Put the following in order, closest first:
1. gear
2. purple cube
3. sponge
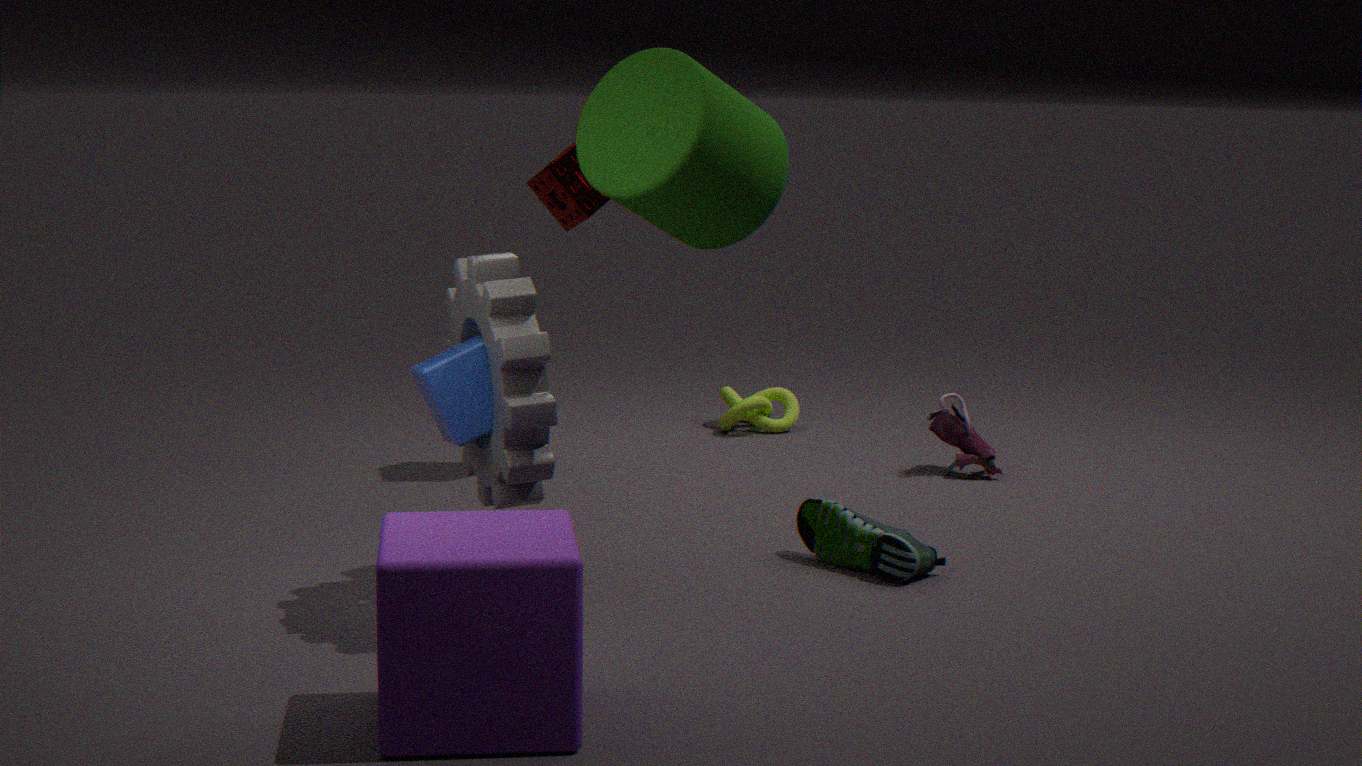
purple cube, gear, sponge
